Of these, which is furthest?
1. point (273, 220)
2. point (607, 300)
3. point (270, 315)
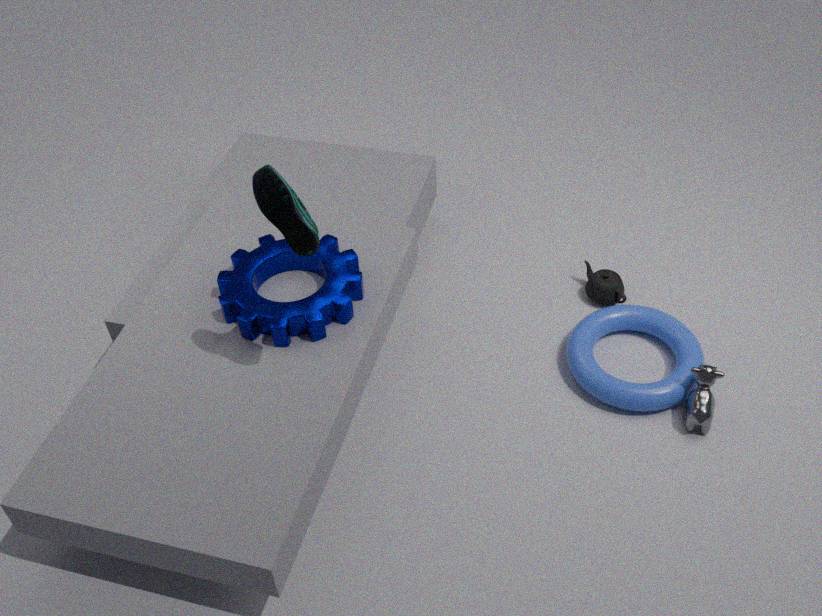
point (607, 300)
